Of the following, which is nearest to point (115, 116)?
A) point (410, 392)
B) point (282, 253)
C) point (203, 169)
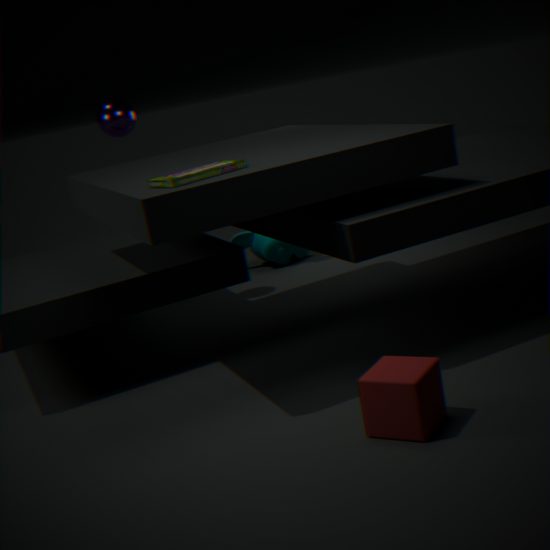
point (282, 253)
